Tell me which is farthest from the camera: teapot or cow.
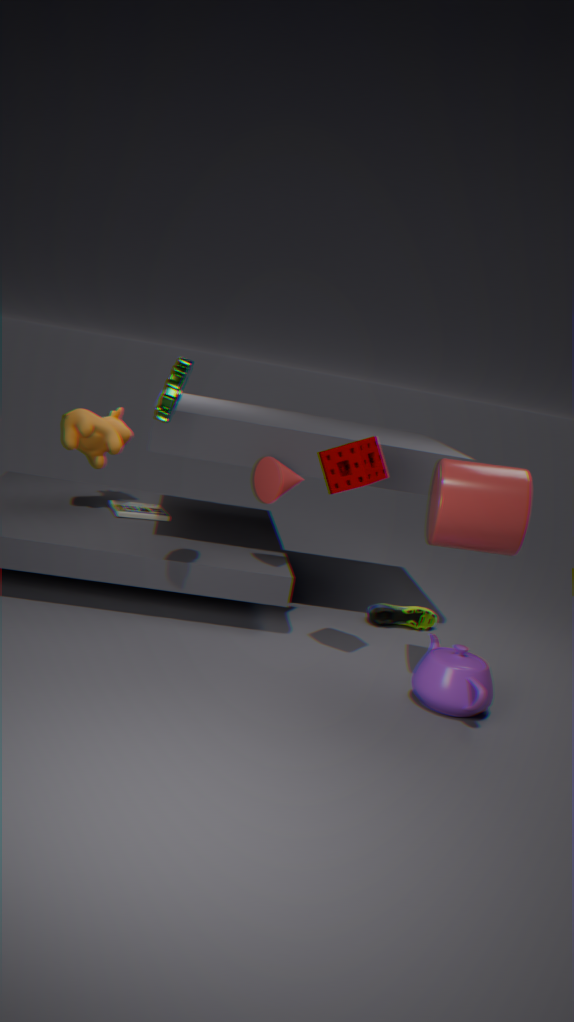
cow
